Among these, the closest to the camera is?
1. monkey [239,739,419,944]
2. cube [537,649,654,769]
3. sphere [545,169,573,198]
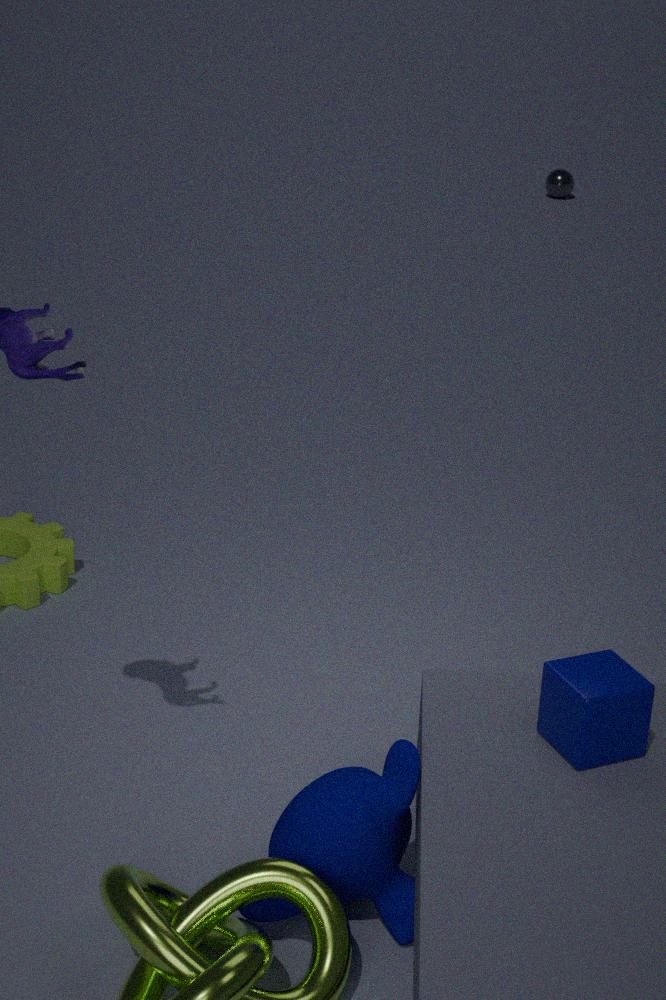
monkey [239,739,419,944]
